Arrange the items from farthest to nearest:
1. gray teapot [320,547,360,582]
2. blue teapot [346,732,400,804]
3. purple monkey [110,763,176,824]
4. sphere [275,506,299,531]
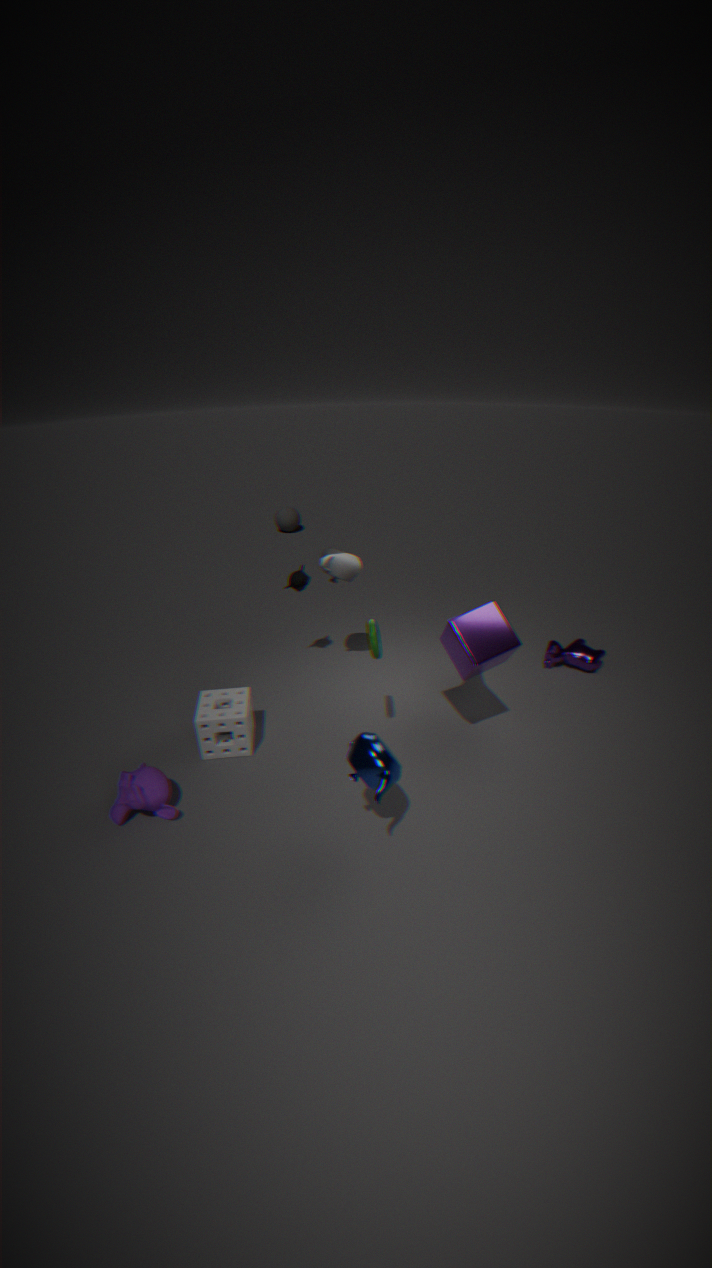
sphere [275,506,299,531] → gray teapot [320,547,360,582] → purple monkey [110,763,176,824] → blue teapot [346,732,400,804]
